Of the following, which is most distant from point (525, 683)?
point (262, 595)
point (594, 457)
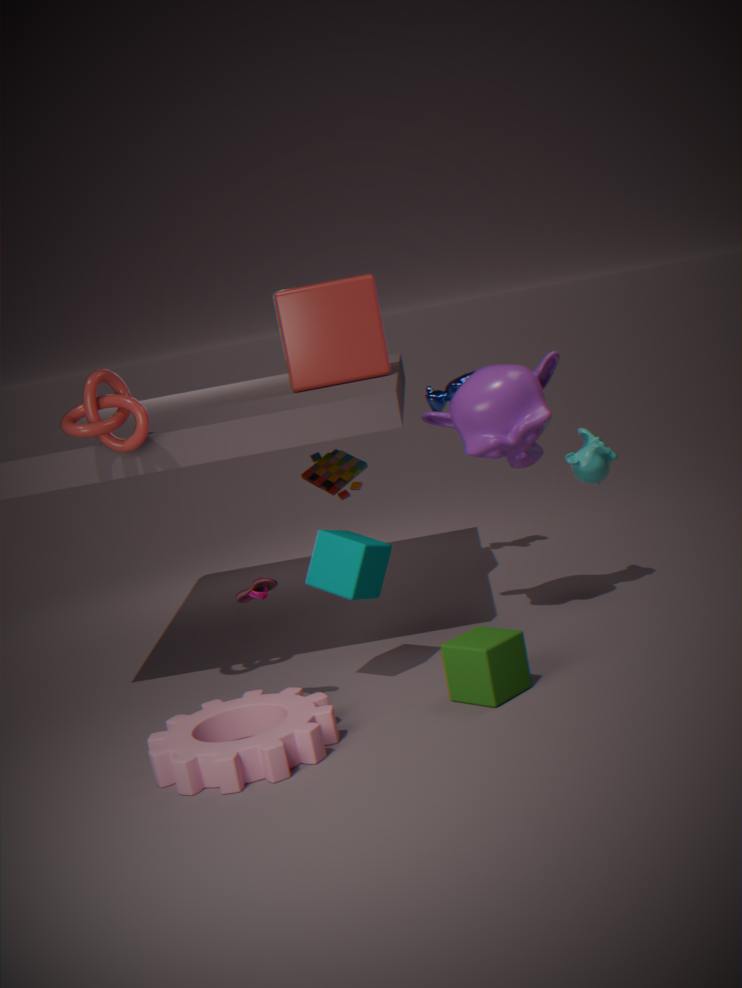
point (594, 457)
